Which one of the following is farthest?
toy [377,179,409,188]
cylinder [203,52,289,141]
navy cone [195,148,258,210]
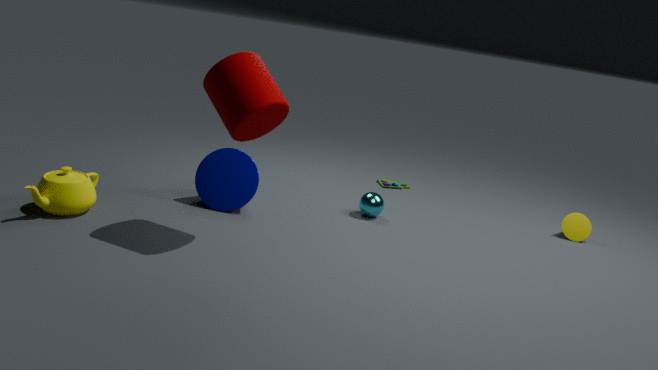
toy [377,179,409,188]
